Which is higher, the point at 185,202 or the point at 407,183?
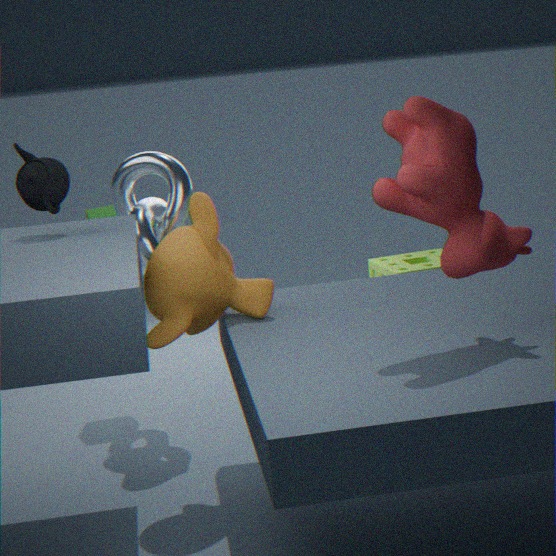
the point at 407,183
